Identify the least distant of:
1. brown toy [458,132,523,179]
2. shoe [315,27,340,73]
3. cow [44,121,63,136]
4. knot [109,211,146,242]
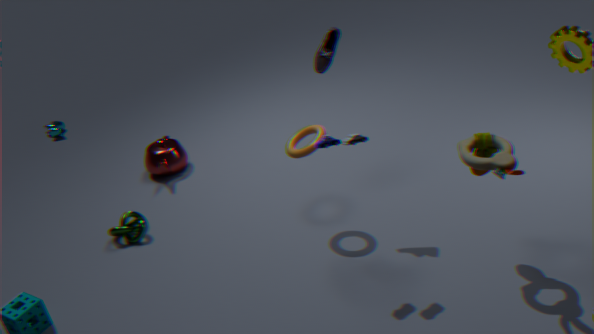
brown toy [458,132,523,179]
